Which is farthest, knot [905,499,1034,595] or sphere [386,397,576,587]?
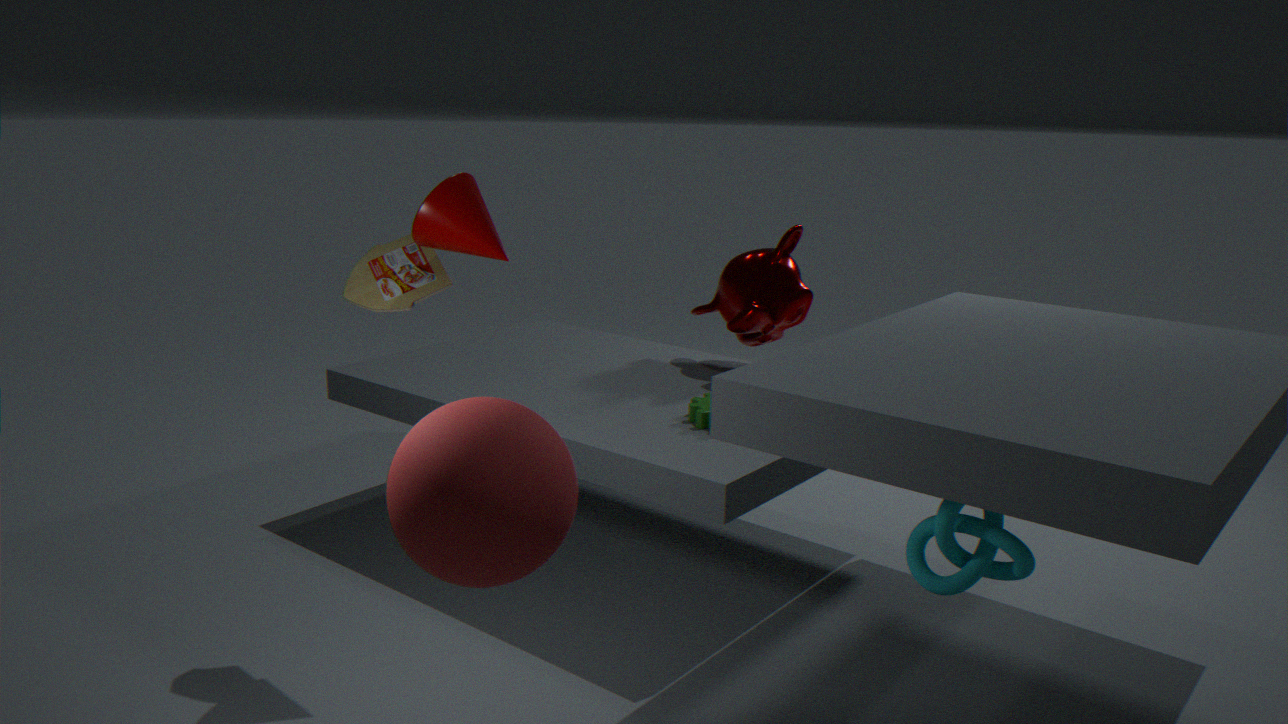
knot [905,499,1034,595]
